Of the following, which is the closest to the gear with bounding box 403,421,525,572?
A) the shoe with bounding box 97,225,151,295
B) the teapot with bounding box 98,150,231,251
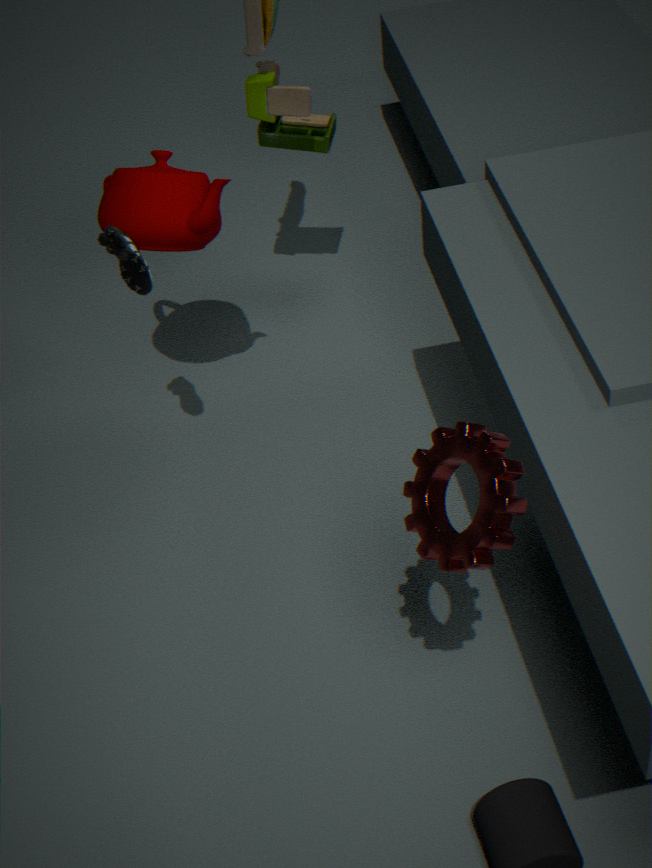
the shoe with bounding box 97,225,151,295
